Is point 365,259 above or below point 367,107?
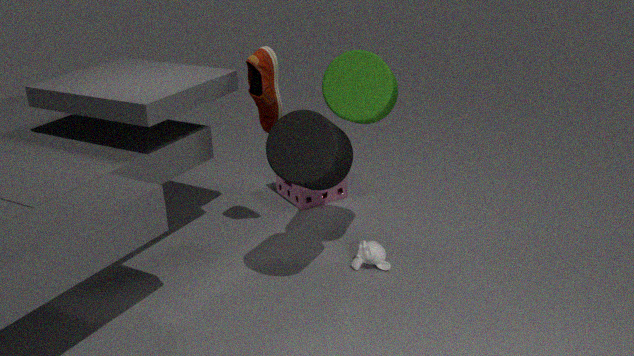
below
